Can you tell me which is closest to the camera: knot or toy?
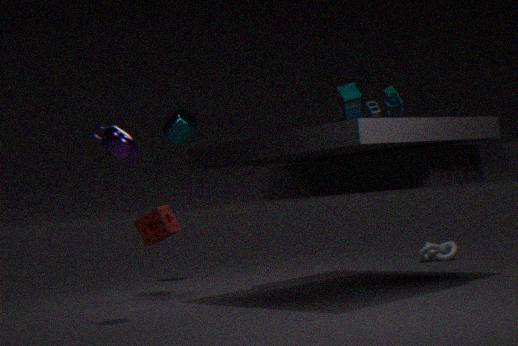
toy
